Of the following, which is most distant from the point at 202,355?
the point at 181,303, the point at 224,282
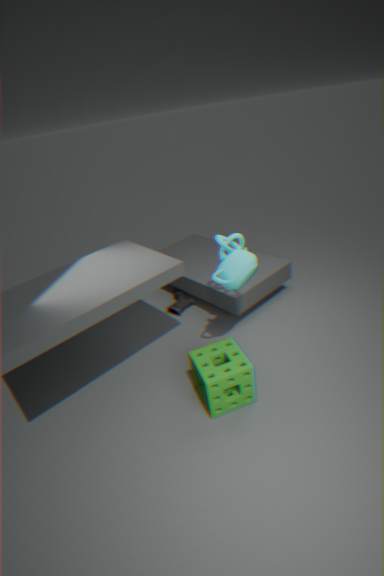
the point at 181,303
